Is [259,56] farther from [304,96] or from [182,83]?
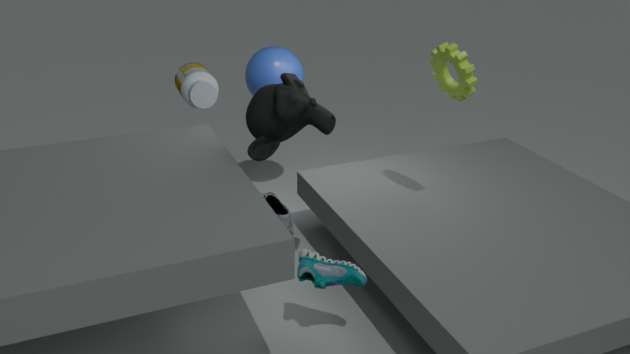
[304,96]
